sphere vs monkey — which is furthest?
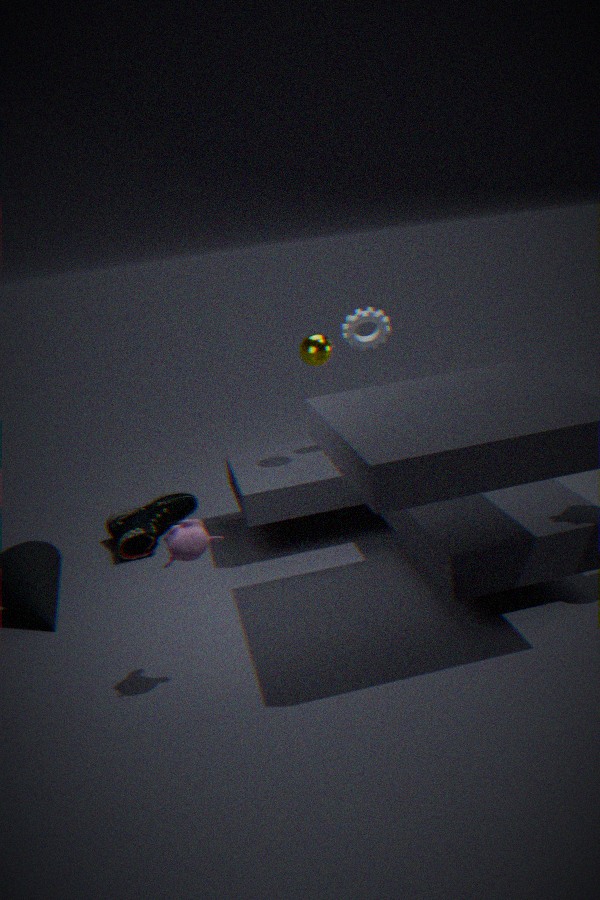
sphere
